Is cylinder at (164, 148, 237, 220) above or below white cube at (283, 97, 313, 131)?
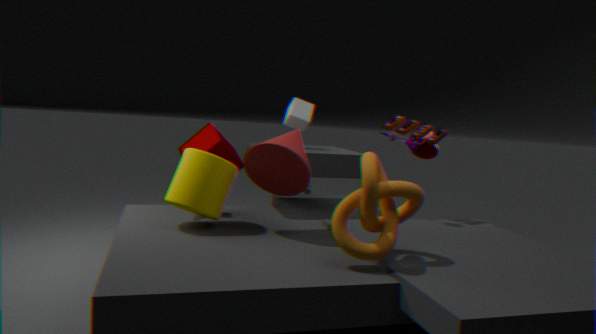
below
